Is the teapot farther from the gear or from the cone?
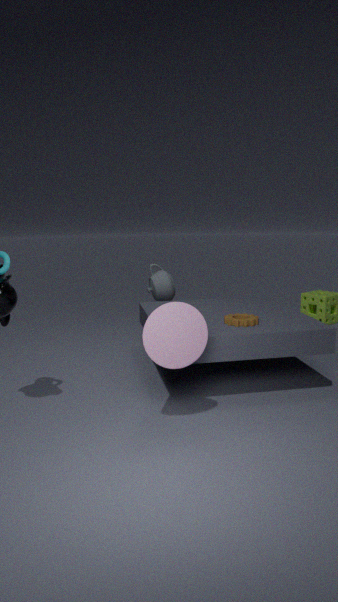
the cone
